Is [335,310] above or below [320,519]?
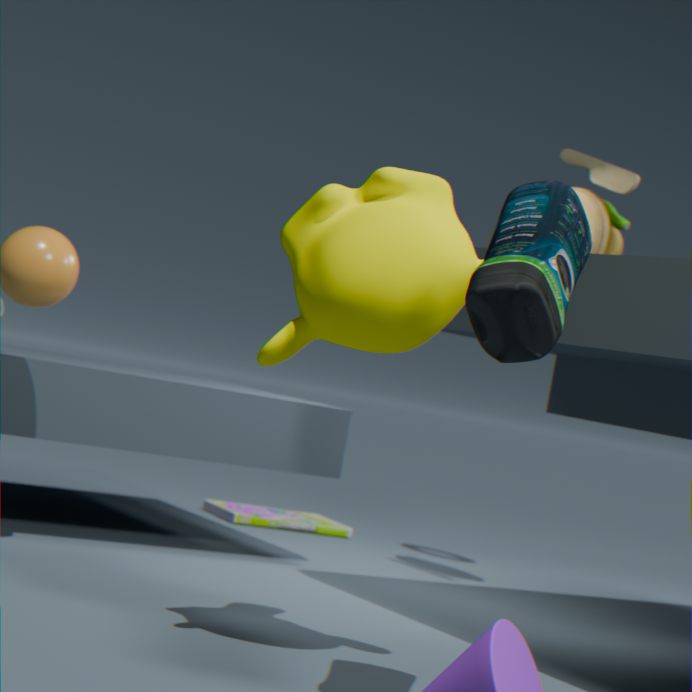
above
